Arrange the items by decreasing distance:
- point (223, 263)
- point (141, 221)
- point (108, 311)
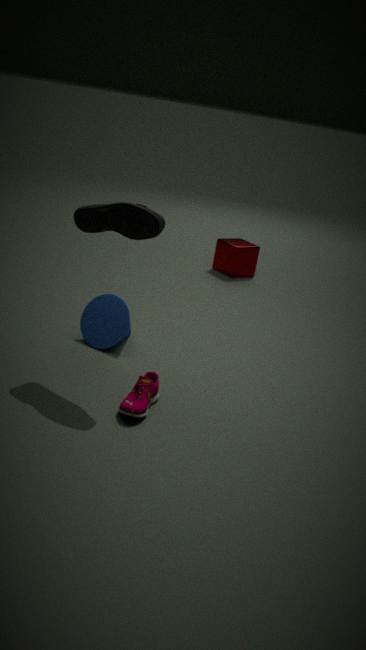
point (223, 263)
point (108, 311)
point (141, 221)
